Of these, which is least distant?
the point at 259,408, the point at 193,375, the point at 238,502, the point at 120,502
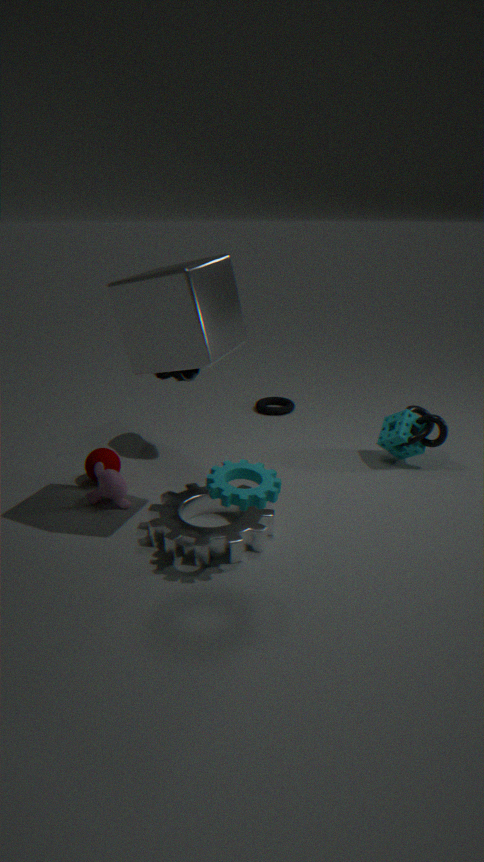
the point at 238,502
